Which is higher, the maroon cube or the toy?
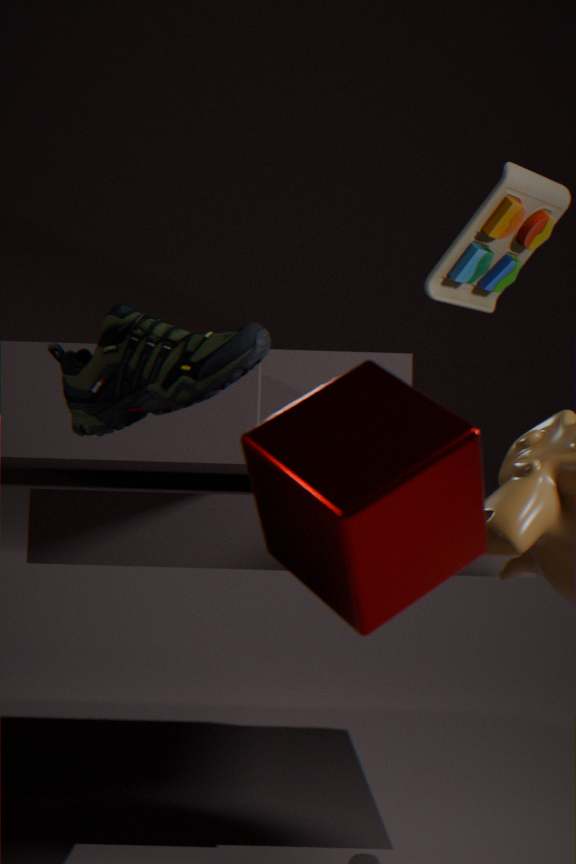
the toy
